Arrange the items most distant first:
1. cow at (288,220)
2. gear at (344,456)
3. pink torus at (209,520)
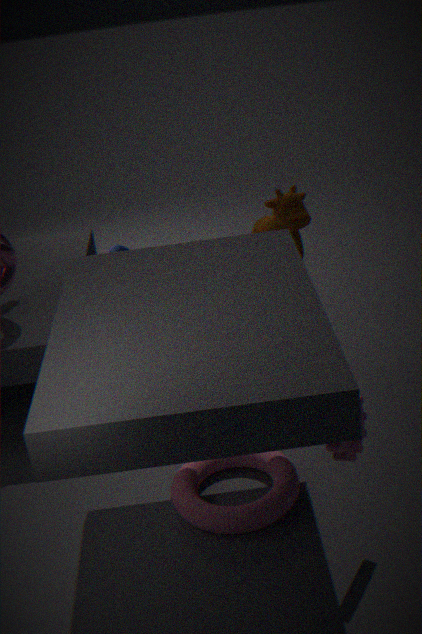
cow at (288,220) < pink torus at (209,520) < gear at (344,456)
